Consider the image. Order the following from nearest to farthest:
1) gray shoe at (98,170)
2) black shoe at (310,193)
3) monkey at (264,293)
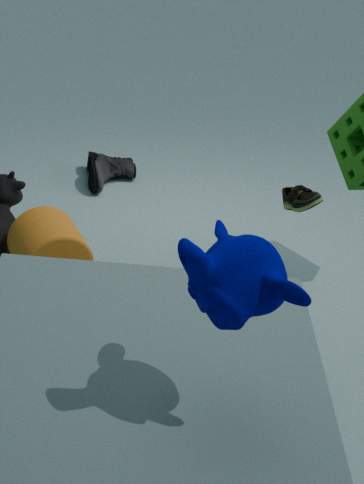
3. monkey at (264,293) → 2. black shoe at (310,193) → 1. gray shoe at (98,170)
